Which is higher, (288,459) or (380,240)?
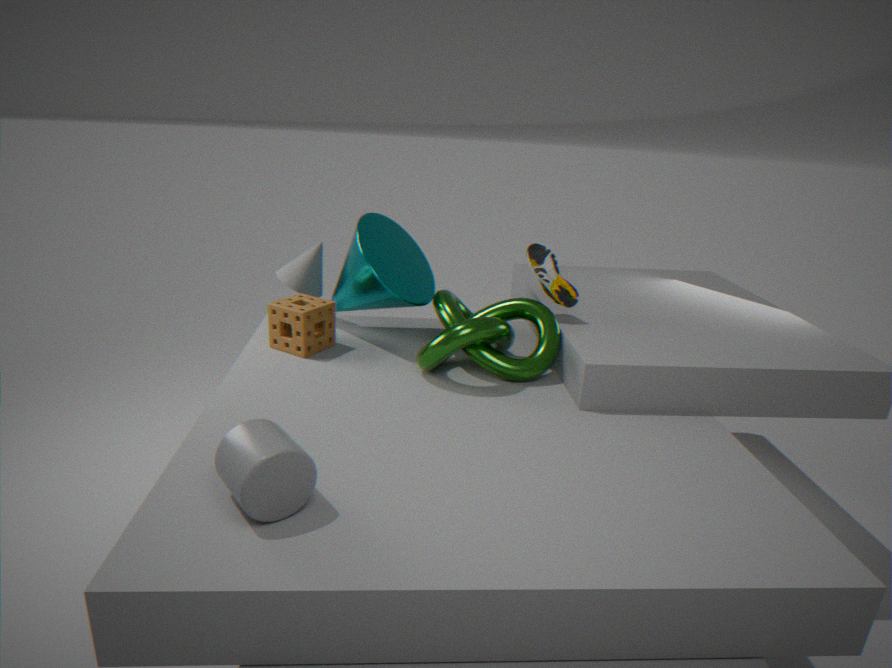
(380,240)
